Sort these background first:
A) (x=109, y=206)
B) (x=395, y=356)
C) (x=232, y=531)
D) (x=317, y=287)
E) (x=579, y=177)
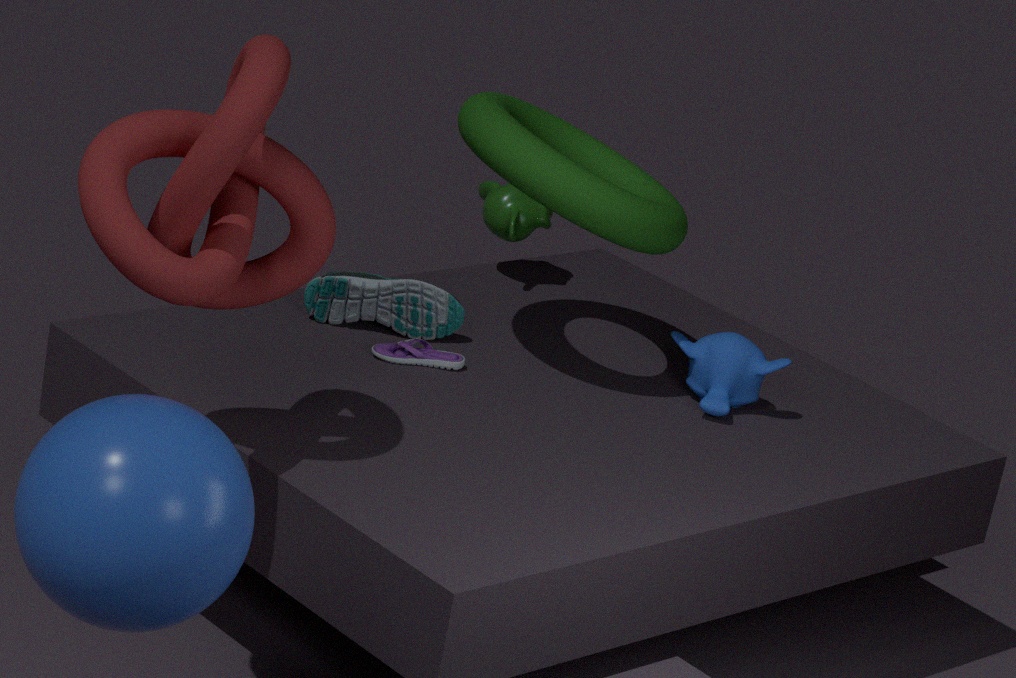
1. (x=317, y=287)
2. (x=395, y=356)
3. (x=579, y=177)
4. (x=109, y=206)
5. (x=232, y=531)
